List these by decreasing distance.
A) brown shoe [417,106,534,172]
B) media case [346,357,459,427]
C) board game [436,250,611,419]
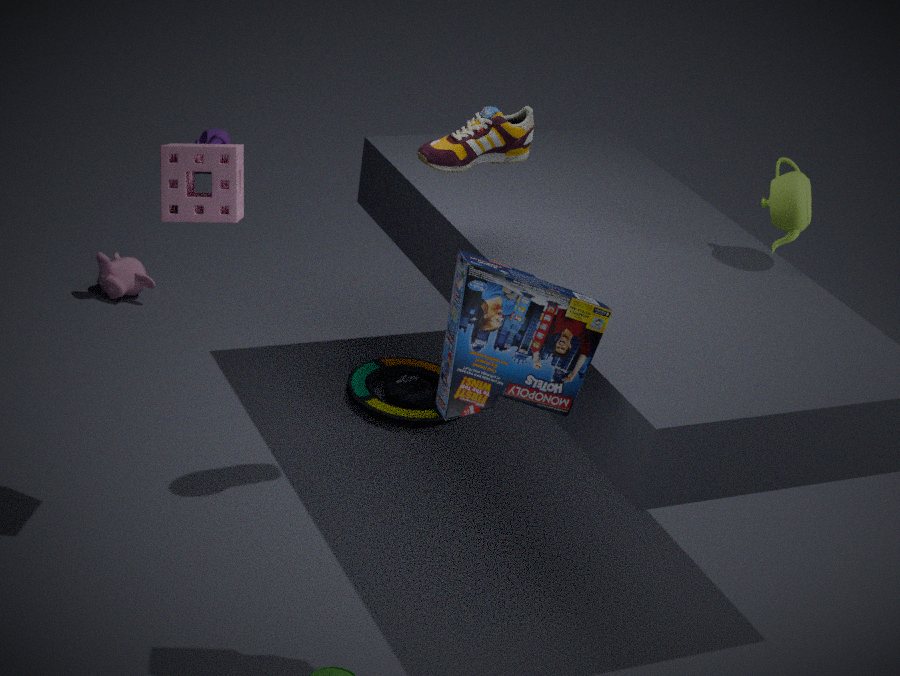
media case [346,357,459,427] < brown shoe [417,106,534,172] < board game [436,250,611,419]
